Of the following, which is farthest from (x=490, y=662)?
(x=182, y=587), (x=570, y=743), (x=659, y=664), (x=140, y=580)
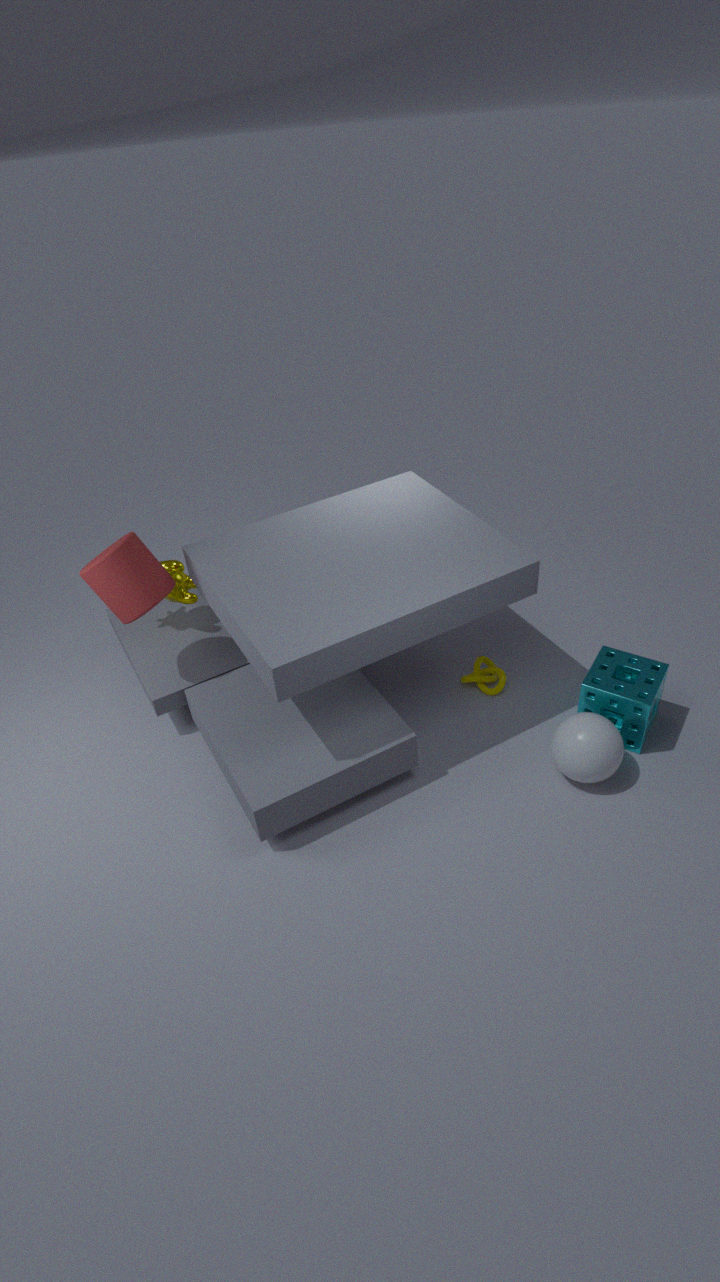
(x=140, y=580)
